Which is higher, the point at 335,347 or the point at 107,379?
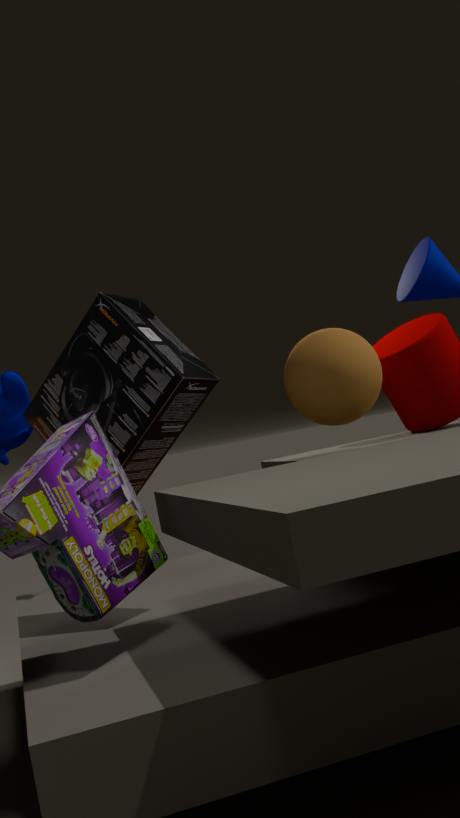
the point at 107,379
